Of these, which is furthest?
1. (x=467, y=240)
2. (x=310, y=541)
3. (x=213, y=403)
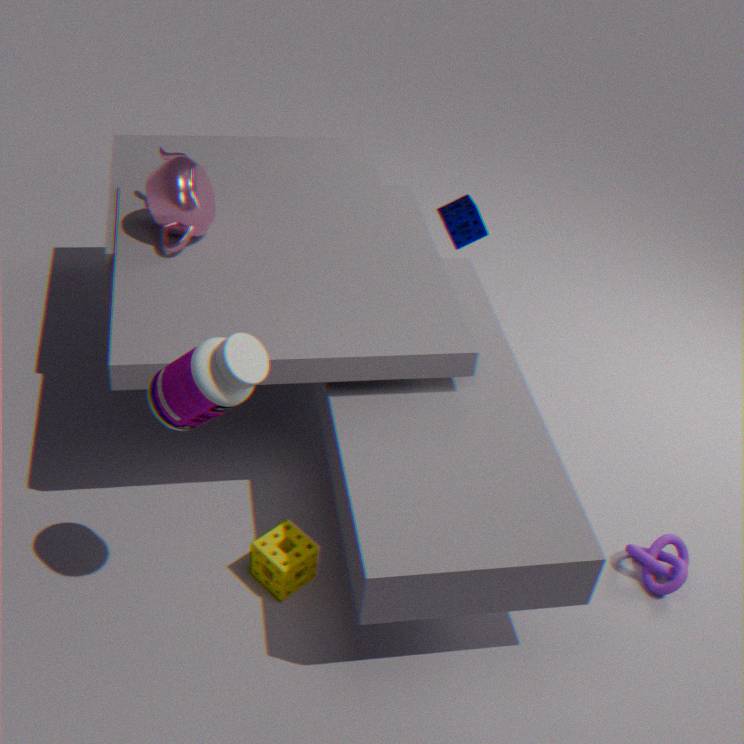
(x=467, y=240)
